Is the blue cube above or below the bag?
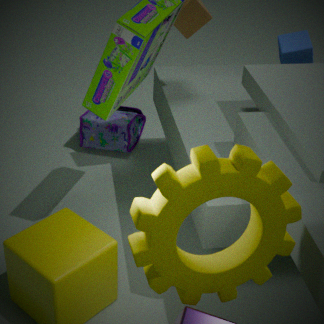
above
